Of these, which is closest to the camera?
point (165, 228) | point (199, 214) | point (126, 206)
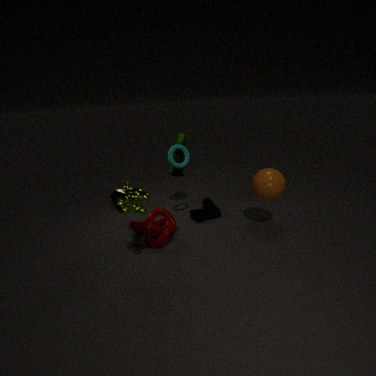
point (126, 206)
